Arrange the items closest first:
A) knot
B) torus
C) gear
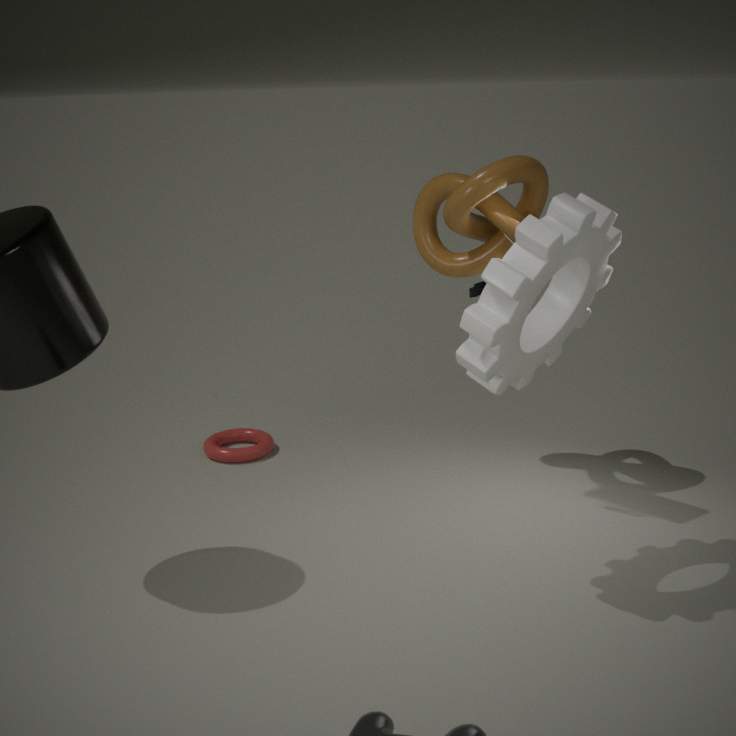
gear, knot, torus
